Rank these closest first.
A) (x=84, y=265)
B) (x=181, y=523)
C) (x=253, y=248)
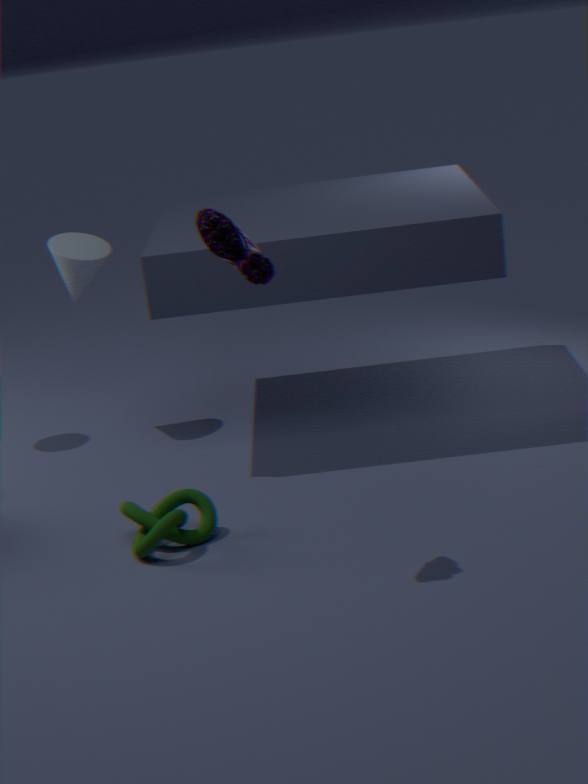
(x=253, y=248)
(x=181, y=523)
(x=84, y=265)
